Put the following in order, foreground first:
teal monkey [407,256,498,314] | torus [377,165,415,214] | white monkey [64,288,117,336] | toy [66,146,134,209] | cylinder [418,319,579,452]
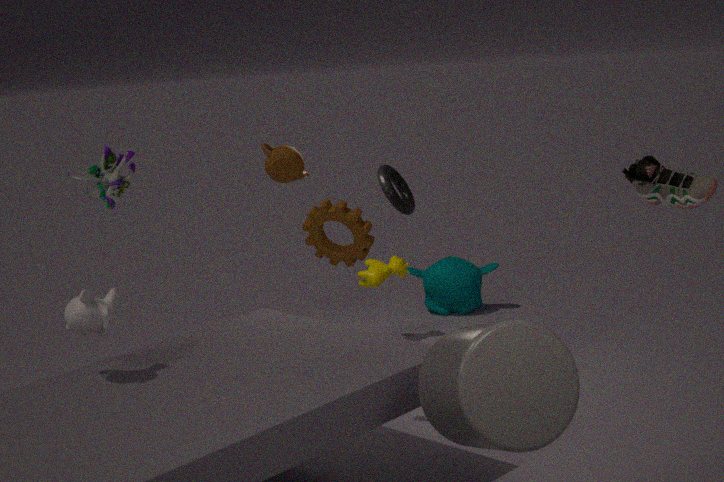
cylinder [418,319,579,452], white monkey [64,288,117,336], toy [66,146,134,209], torus [377,165,415,214], teal monkey [407,256,498,314]
